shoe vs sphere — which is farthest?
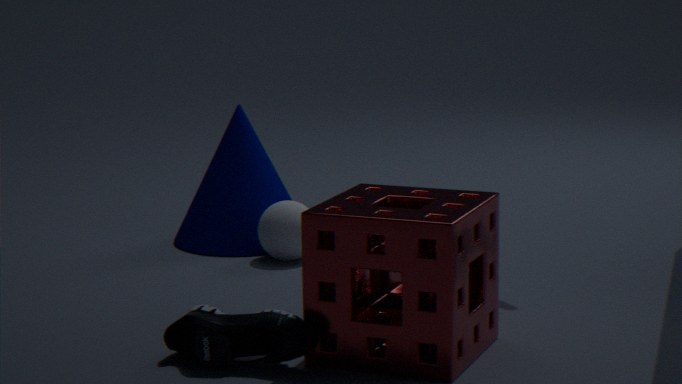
sphere
